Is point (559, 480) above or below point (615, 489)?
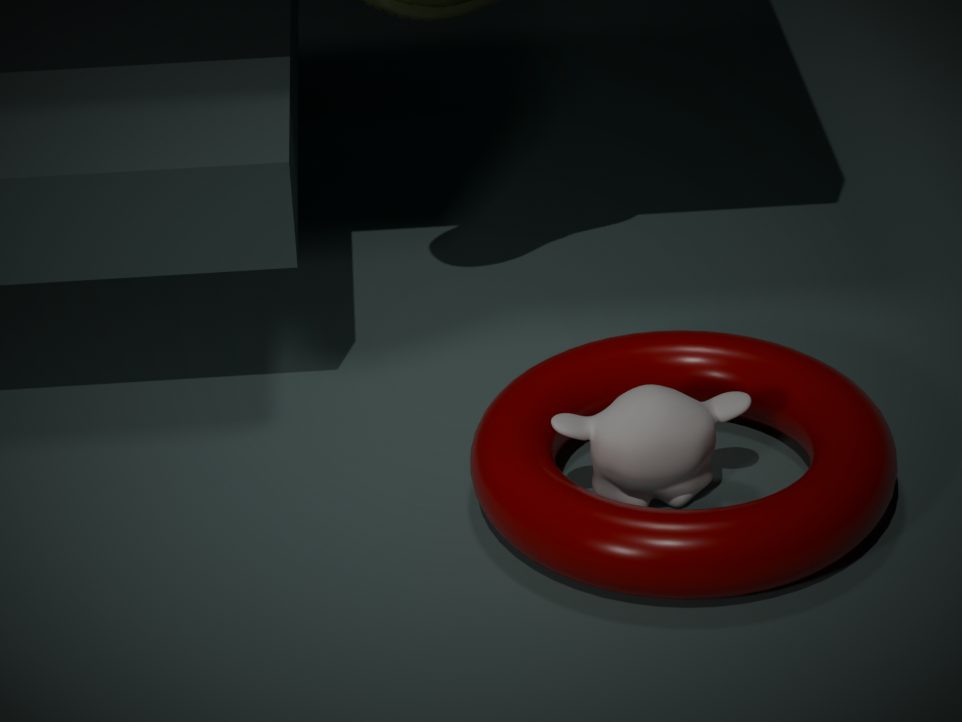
below
